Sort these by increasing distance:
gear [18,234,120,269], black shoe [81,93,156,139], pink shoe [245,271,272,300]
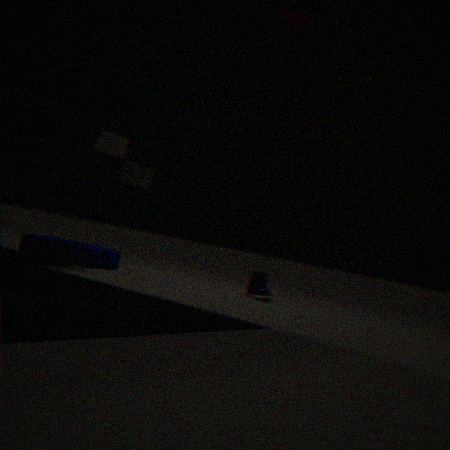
black shoe [81,93,156,139] < gear [18,234,120,269] < pink shoe [245,271,272,300]
